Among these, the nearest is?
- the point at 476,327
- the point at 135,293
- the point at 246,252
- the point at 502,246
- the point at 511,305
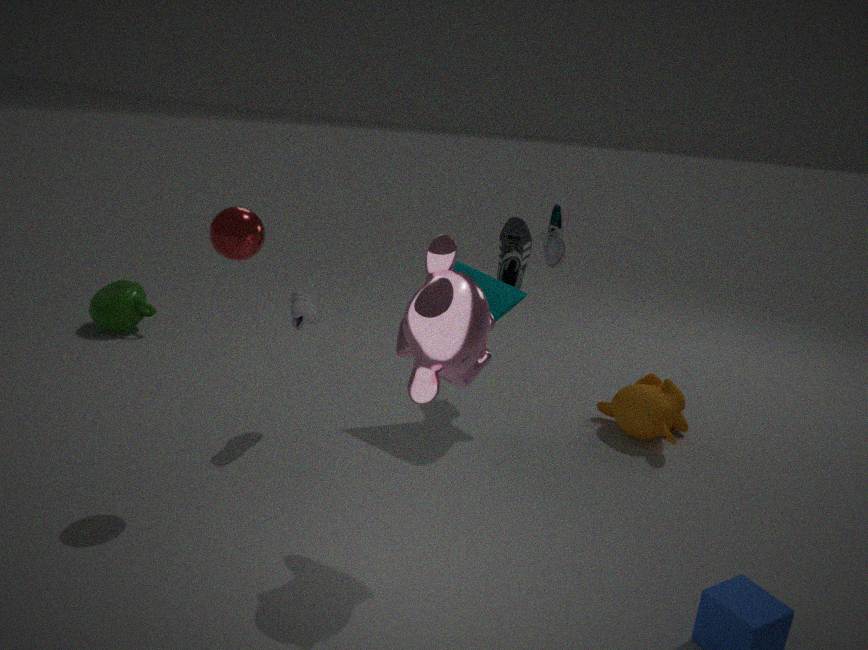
the point at 476,327
